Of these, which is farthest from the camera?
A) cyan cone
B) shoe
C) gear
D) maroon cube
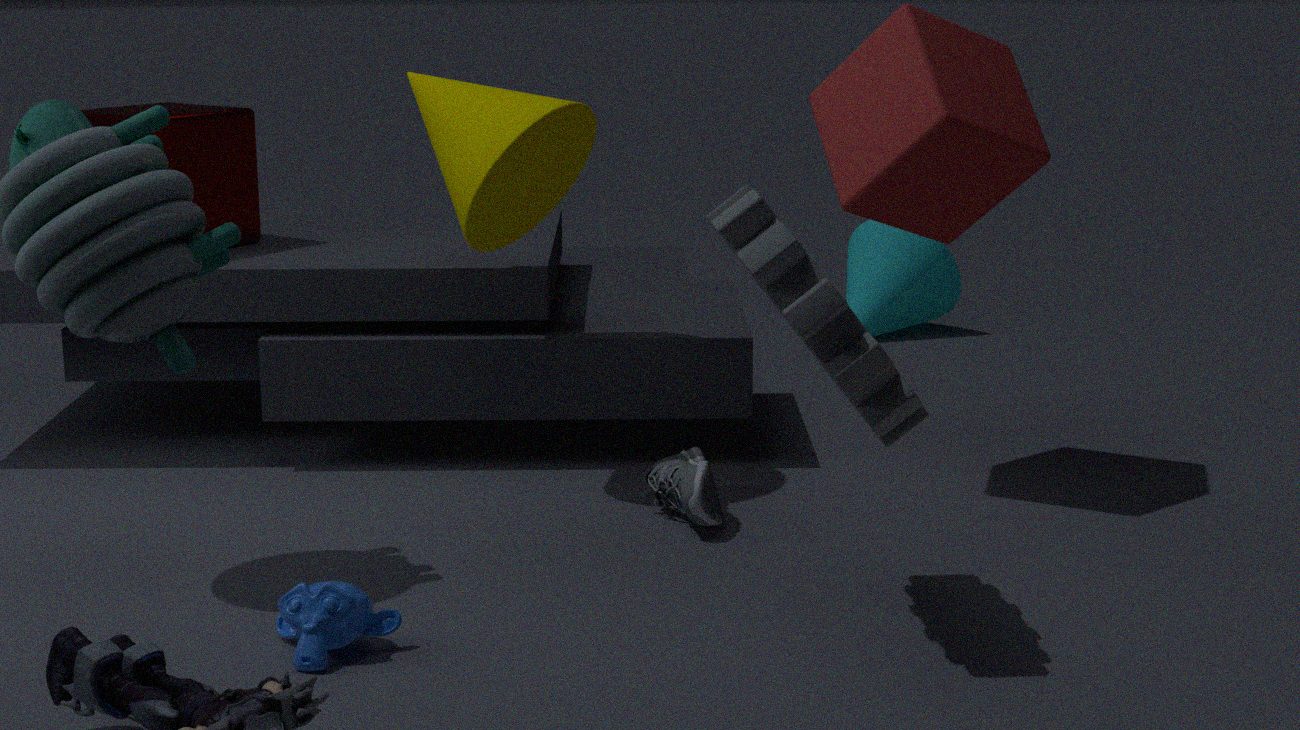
cyan cone
